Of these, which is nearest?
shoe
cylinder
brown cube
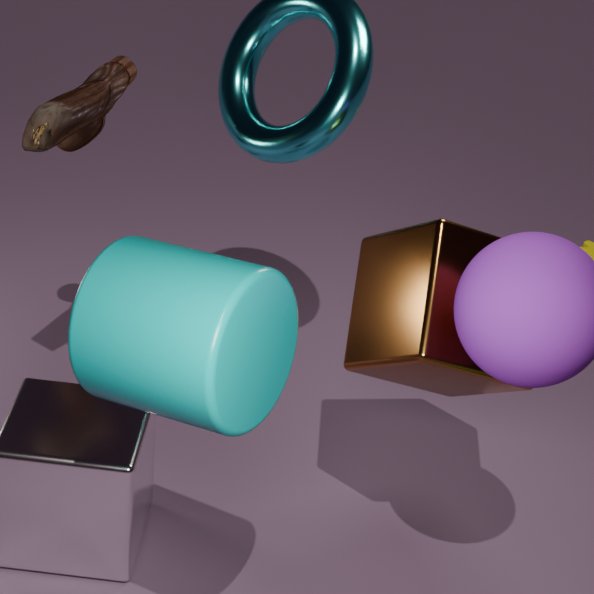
cylinder
